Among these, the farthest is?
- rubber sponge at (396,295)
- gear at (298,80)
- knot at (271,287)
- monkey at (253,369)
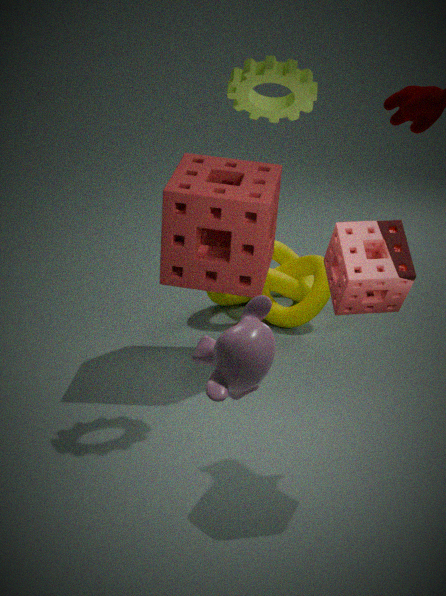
knot at (271,287)
